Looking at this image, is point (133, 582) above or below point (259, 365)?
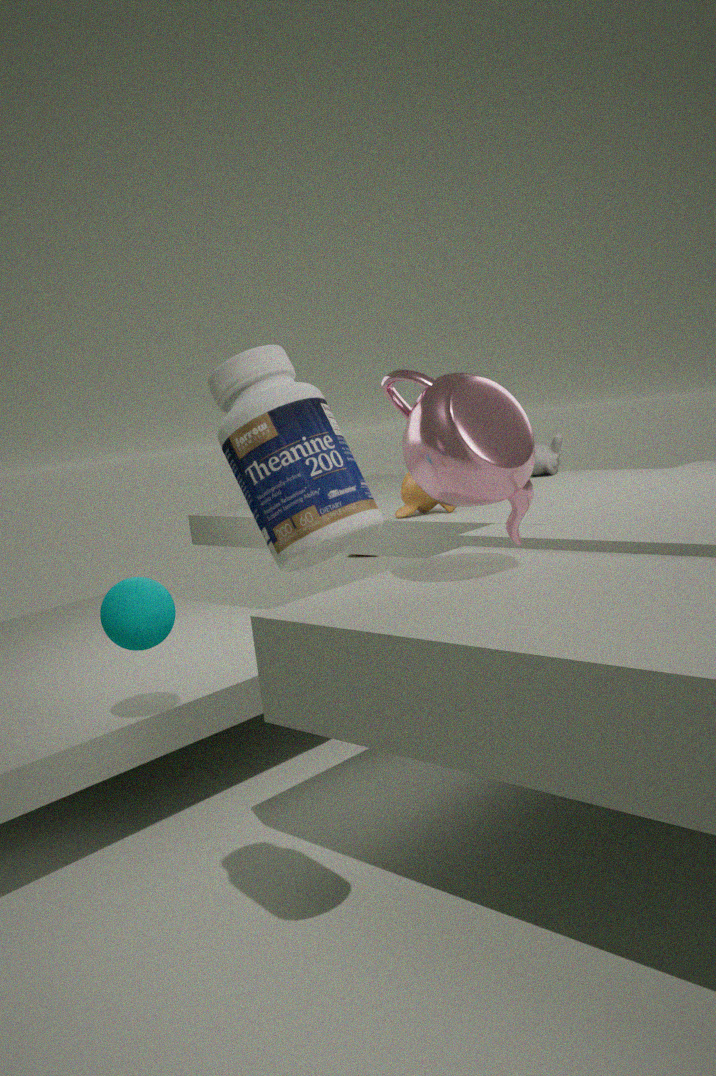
below
